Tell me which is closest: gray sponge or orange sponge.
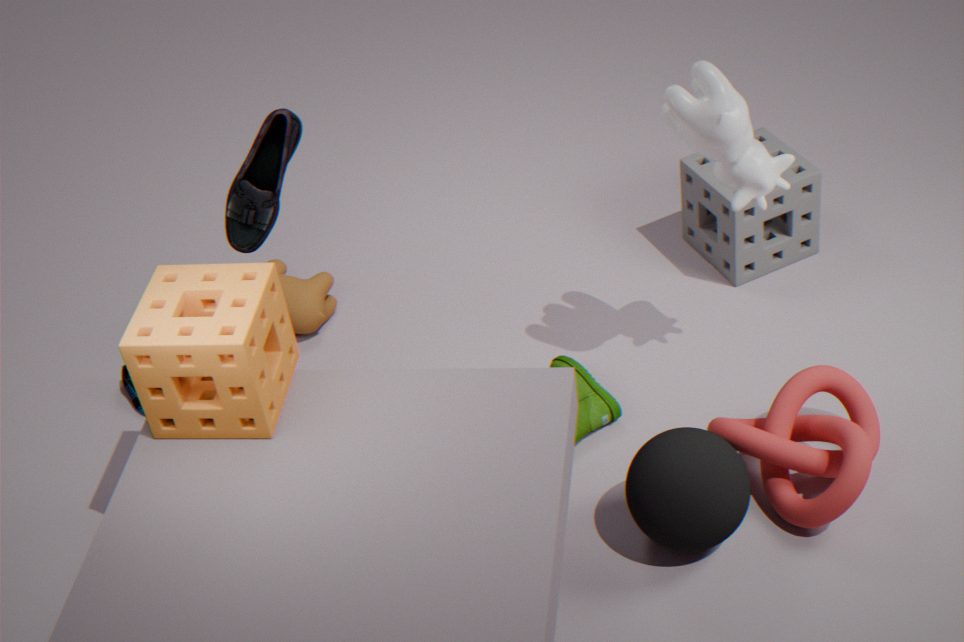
orange sponge
